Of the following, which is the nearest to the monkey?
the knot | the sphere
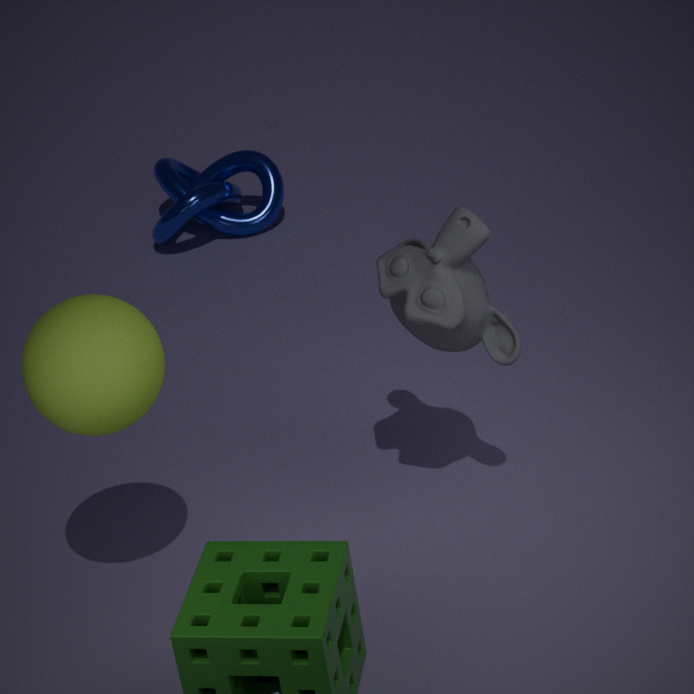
the sphere
